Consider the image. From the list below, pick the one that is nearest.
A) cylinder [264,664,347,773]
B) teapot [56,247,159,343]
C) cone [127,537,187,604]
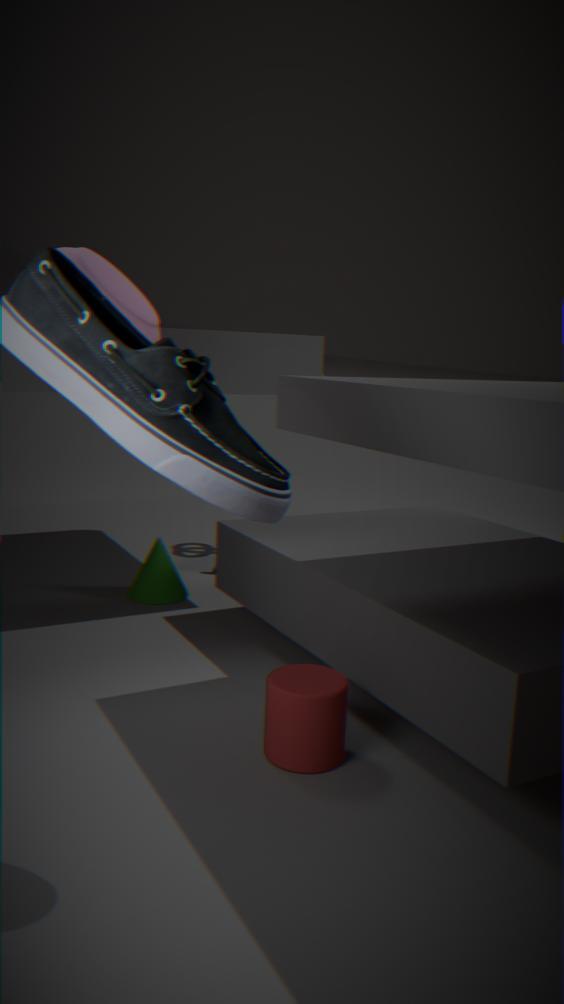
cylinder [264,664,347,773]
